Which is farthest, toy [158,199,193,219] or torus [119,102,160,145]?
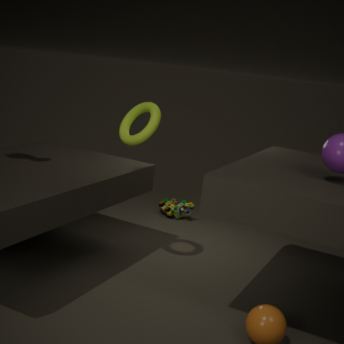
toy [158,199,193,219]
